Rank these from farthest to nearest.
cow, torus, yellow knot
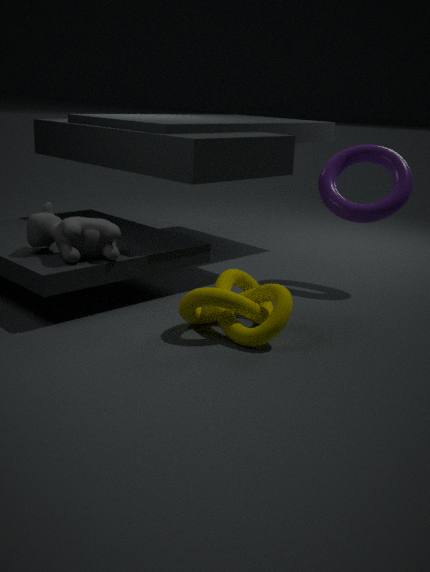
torus
cow
yellow knot
